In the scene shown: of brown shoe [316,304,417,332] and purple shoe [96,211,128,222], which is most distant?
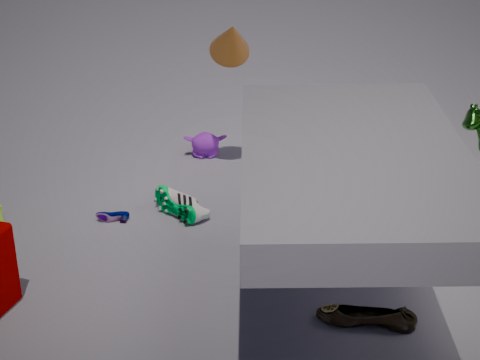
purple shoe [96,211,128,222]
